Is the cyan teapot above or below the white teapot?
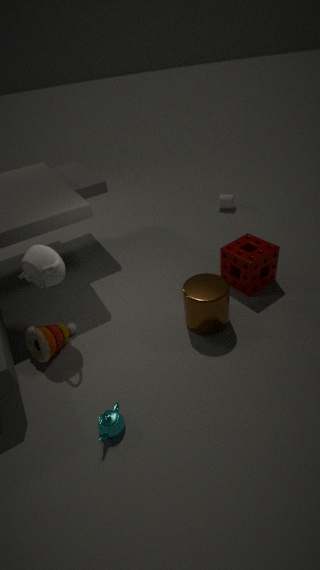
below
